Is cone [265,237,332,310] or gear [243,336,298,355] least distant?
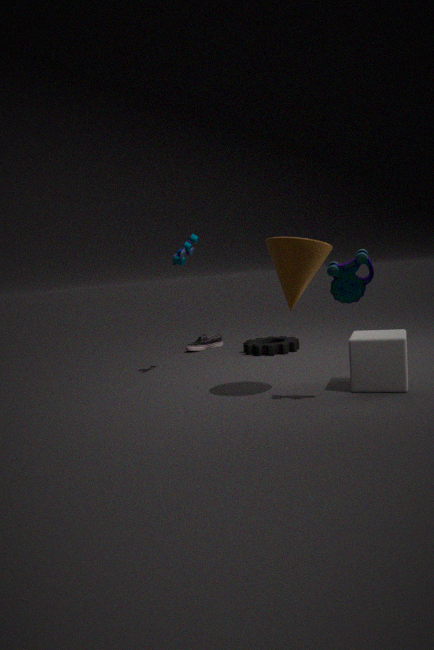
cone [265,237,332,310]
